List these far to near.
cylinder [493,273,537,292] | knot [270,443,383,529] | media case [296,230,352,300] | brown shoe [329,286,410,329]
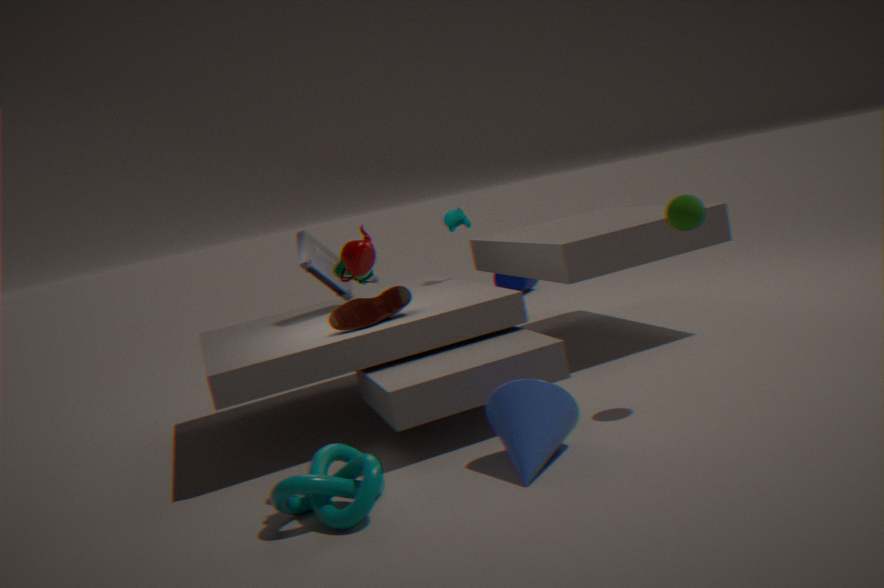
cylinder [493,273,537,292], media case [296,230,352,300], brown shoe [329,286,410,329], knot [270,443,383,529]
